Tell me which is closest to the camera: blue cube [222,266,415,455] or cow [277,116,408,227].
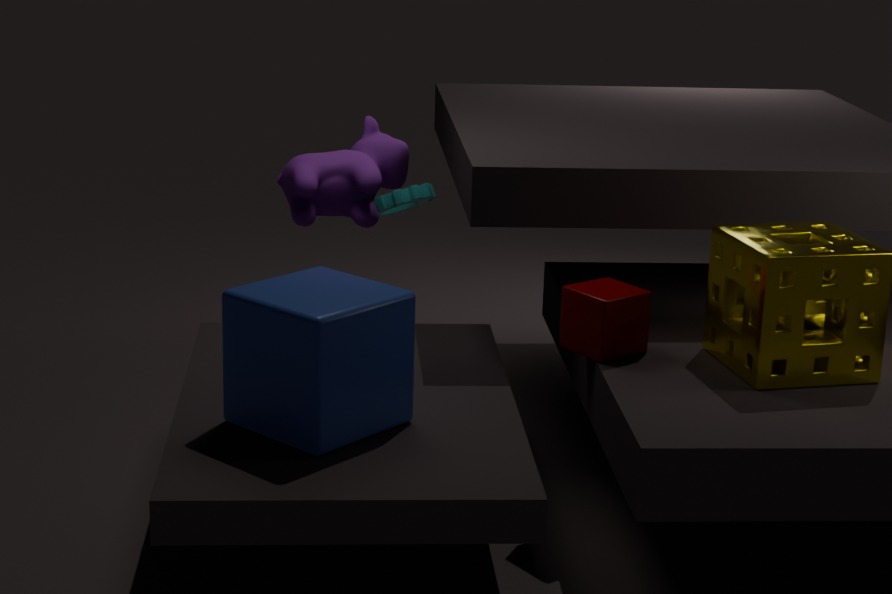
blue cube [222,266,415,455]
